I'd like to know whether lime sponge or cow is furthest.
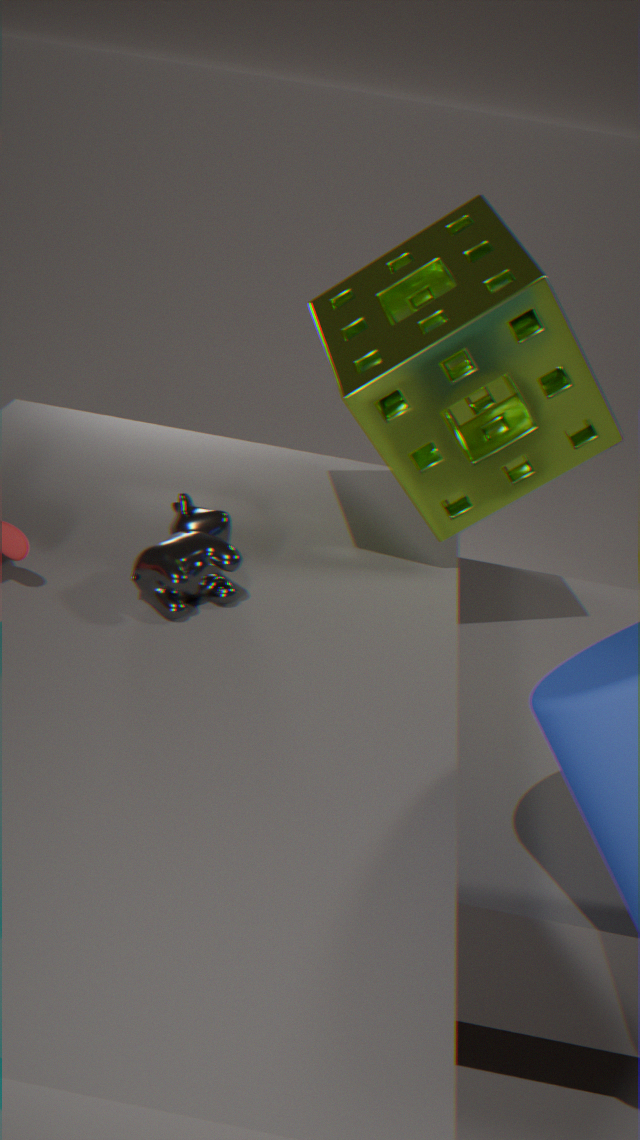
lime sponge
